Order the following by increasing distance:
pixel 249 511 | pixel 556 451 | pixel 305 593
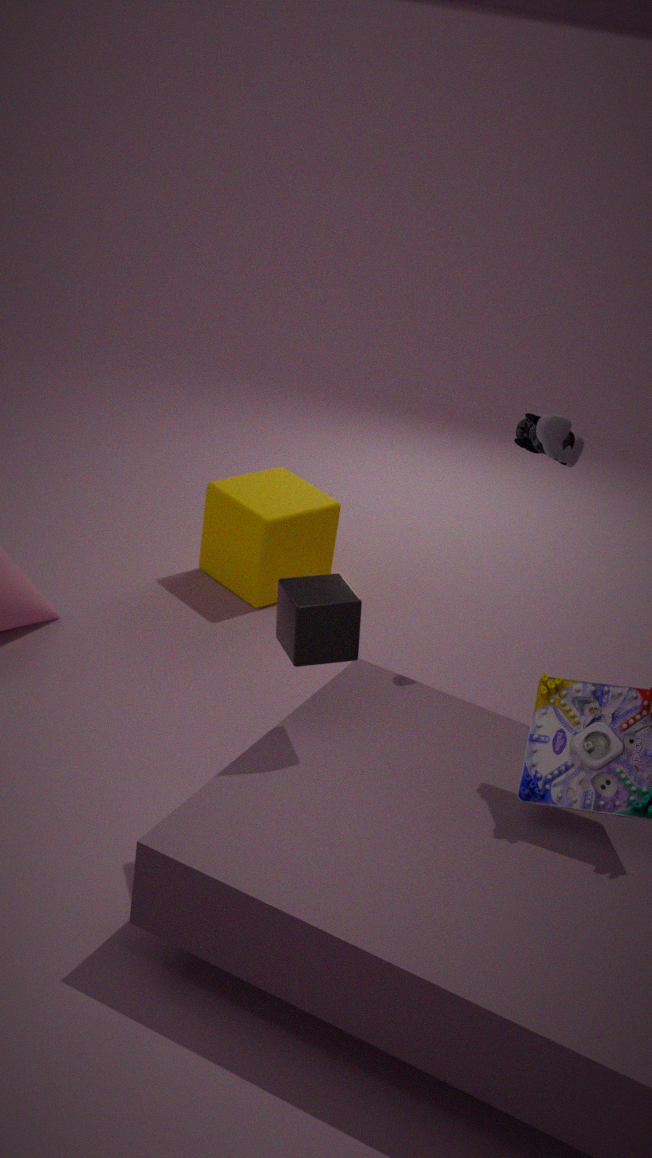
1. pixel 305 593
2. pixel 556 451
3. pixel 249 511
